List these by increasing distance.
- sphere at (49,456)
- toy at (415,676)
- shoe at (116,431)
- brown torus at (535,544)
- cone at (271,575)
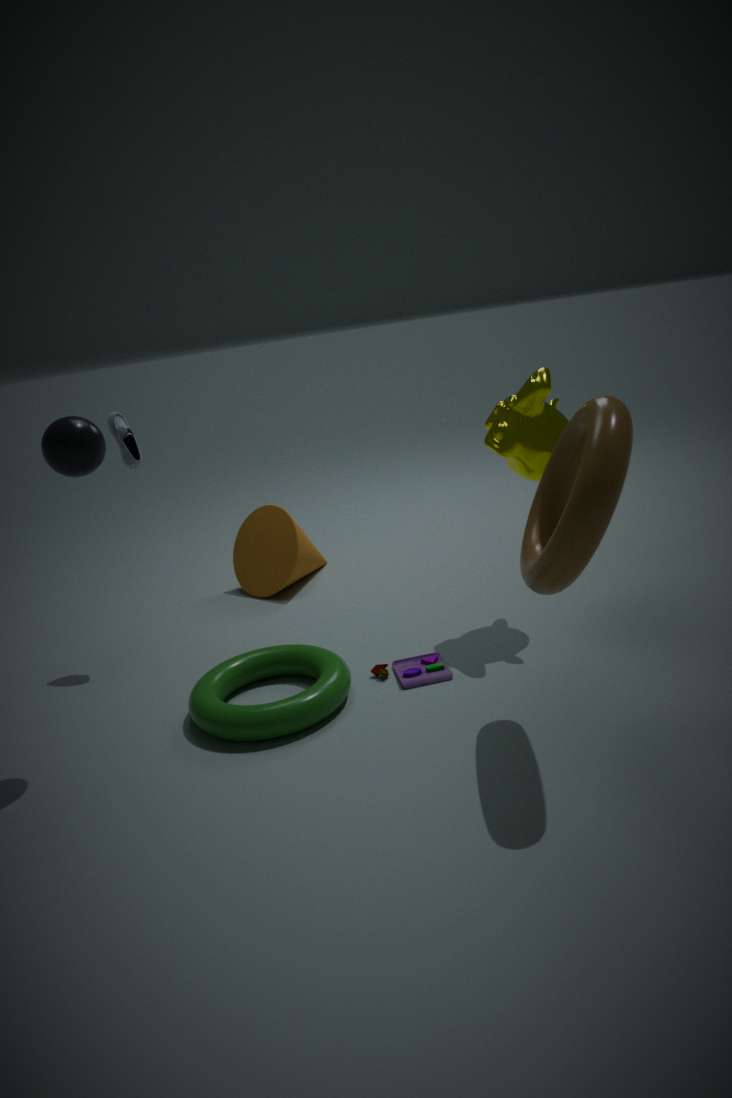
1. brown torus at (535,544)
2. sphere at (49,456)
3. toy at (415,676)
4. shoe at (116,431)
5. cone at (271,575)
